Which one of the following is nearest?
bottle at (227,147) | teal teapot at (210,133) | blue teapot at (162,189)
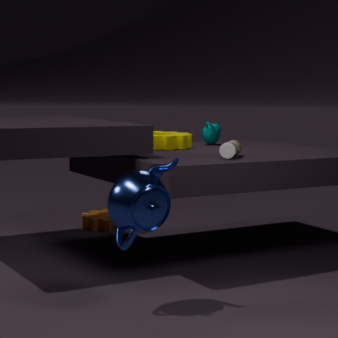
blue teapot at (162,189)
